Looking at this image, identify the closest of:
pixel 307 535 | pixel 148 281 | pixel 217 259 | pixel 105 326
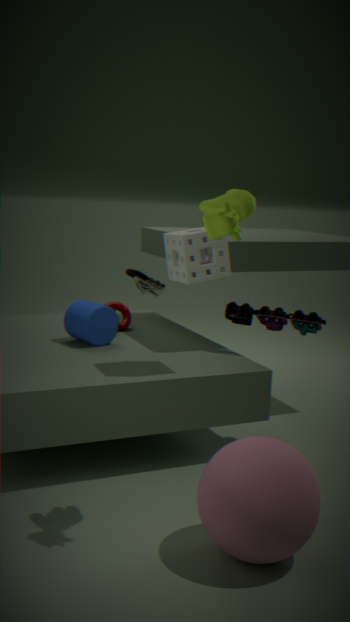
pixel 307 535
